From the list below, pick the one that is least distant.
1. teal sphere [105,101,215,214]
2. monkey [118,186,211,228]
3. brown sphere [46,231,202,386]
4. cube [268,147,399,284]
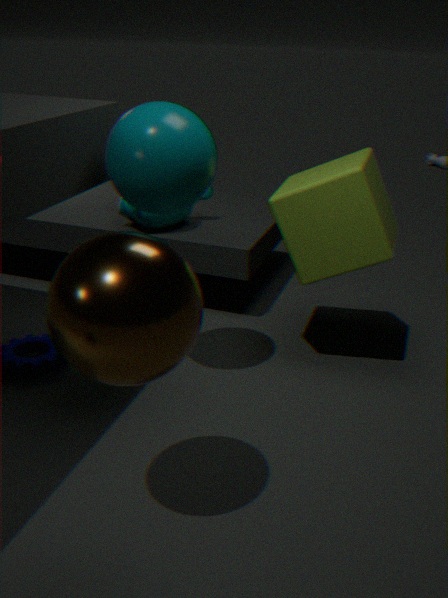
brown sphere [46,231,202,386]
